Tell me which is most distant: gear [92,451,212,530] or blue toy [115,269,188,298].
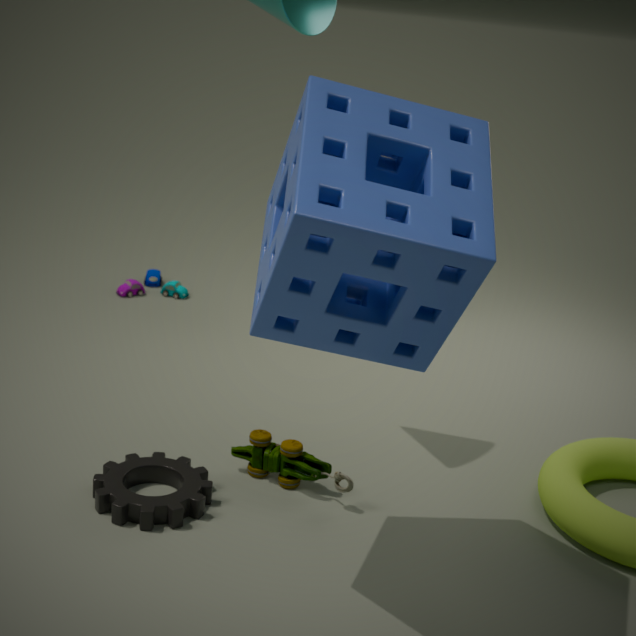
blue toy [115,269,188,298]
